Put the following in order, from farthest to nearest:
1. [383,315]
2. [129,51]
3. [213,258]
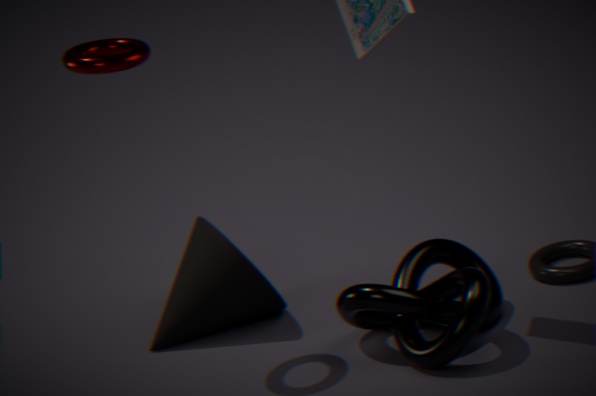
[213,258]
[383,315]
[129,51]
